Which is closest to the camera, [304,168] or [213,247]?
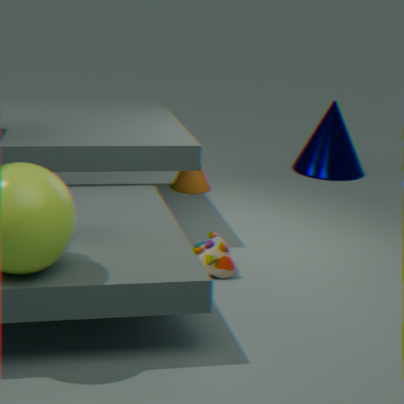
[213,247]
